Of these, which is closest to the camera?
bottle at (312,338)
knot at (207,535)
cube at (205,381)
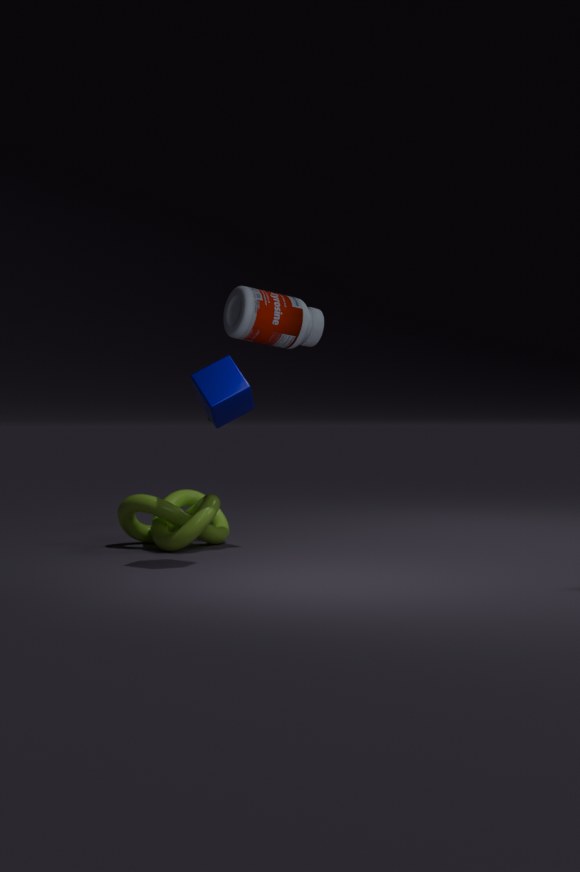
cube at (205,381)
